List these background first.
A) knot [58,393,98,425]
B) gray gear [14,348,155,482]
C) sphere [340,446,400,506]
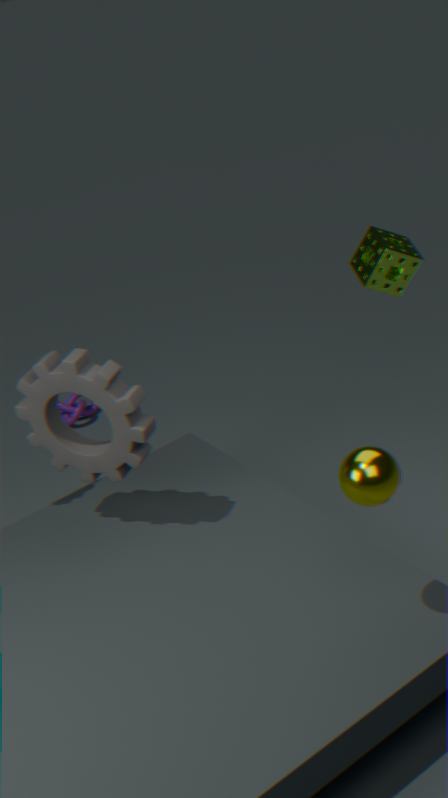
1. knot [58,393,98,425]
2. gray gear [14,348,155,482]
3. sphere [340,446,400,506]
